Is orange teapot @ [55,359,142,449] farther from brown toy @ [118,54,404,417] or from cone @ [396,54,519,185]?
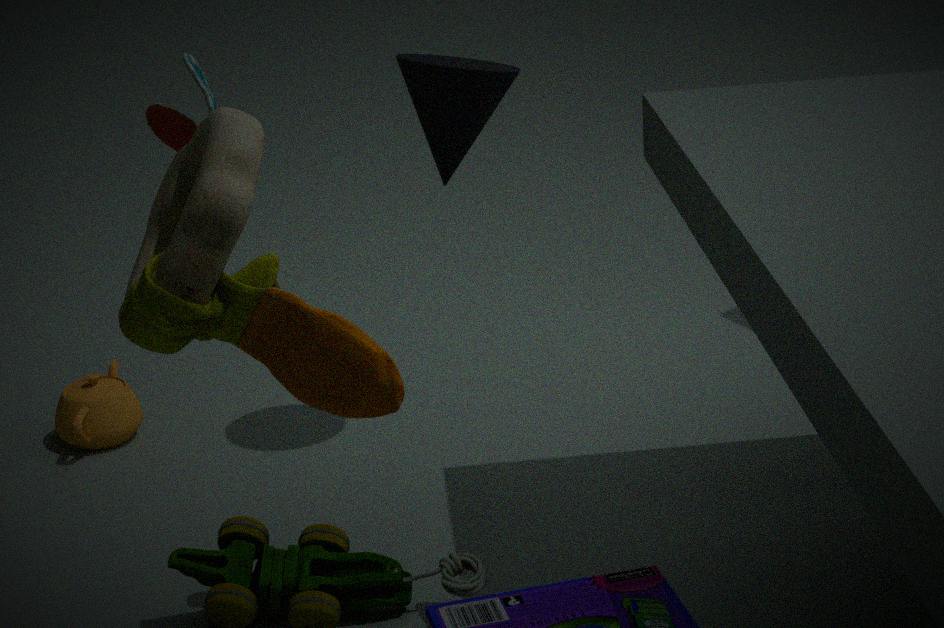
brown toy @ [118,54,404,417]
